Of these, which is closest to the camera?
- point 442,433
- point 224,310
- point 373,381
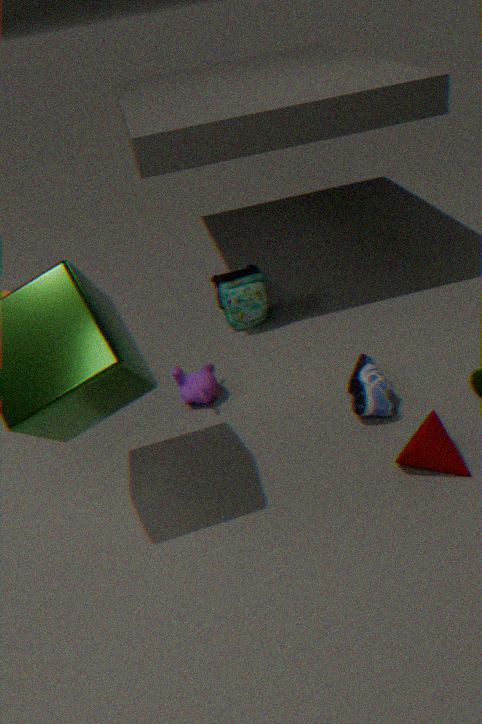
point 442,433
